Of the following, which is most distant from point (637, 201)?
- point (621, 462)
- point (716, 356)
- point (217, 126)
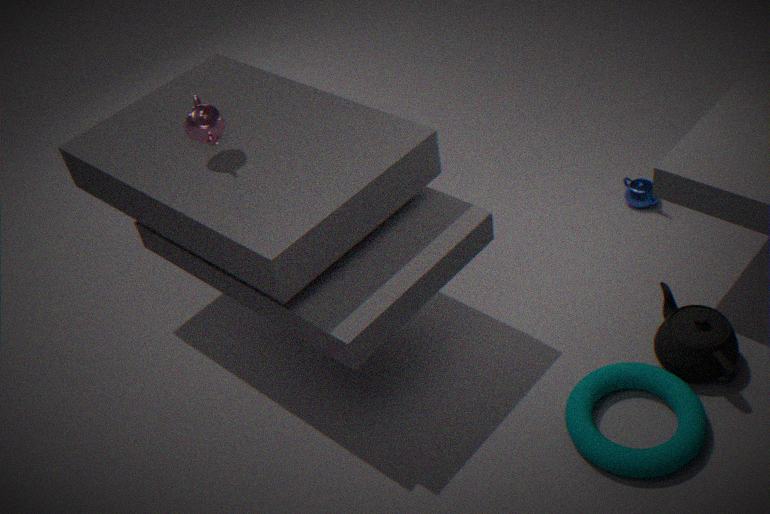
point (217, 126)
